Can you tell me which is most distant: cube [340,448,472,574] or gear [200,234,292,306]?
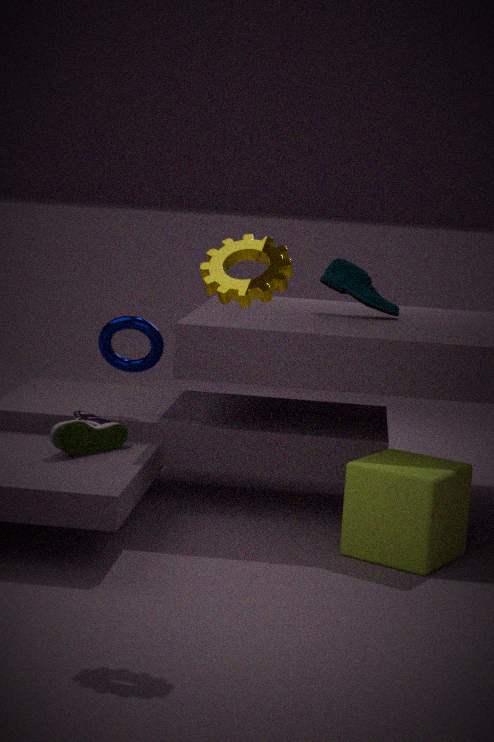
cube [340,448,472,574]
